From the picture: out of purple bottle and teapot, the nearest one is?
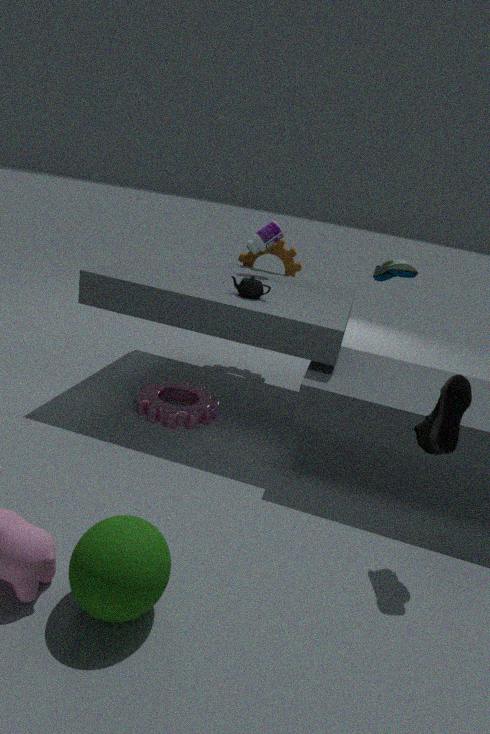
teapot
